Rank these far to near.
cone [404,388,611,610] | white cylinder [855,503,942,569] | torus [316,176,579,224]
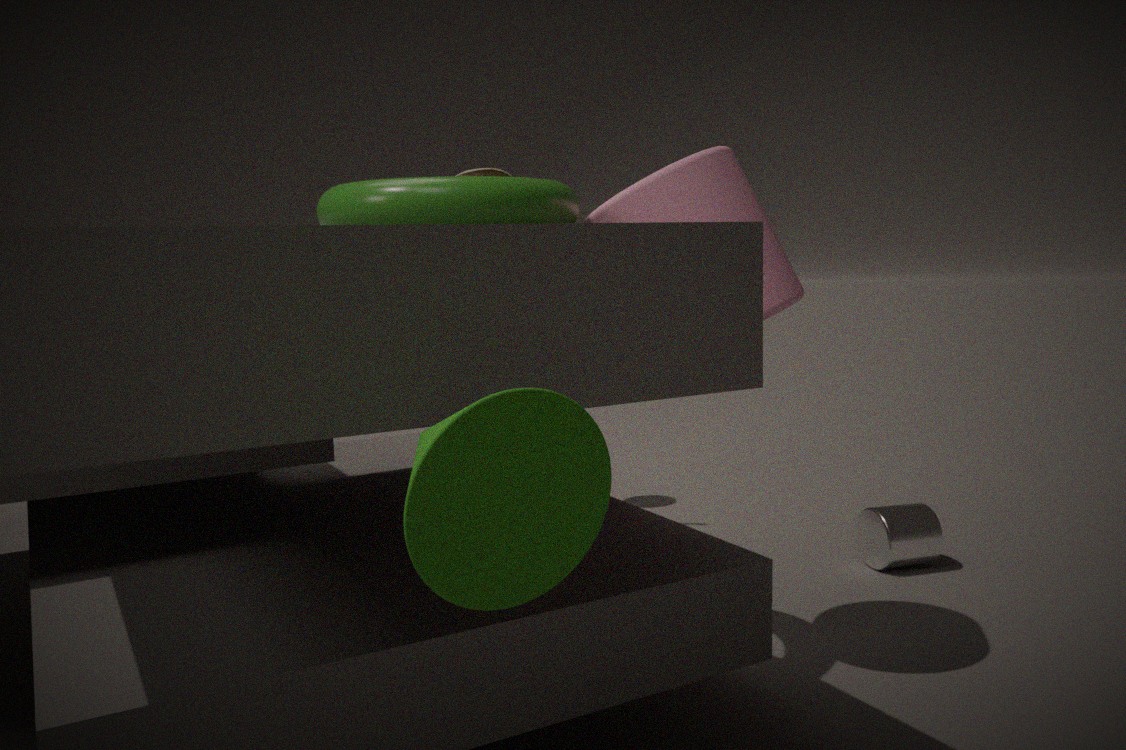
white cylinder [855,503,942,569] < torus [316,176,579,224] < cone [404,388,611,610]
